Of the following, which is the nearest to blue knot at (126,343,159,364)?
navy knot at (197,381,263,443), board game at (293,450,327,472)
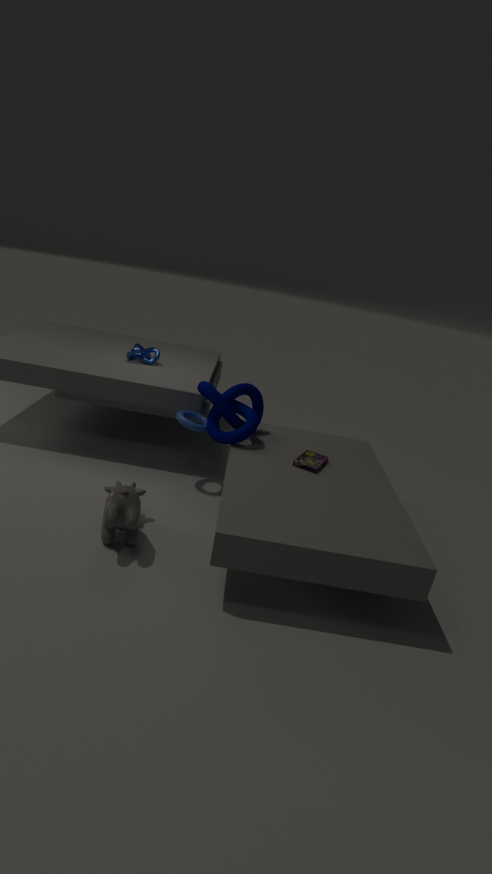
navy knot at (197,381,263,443)
